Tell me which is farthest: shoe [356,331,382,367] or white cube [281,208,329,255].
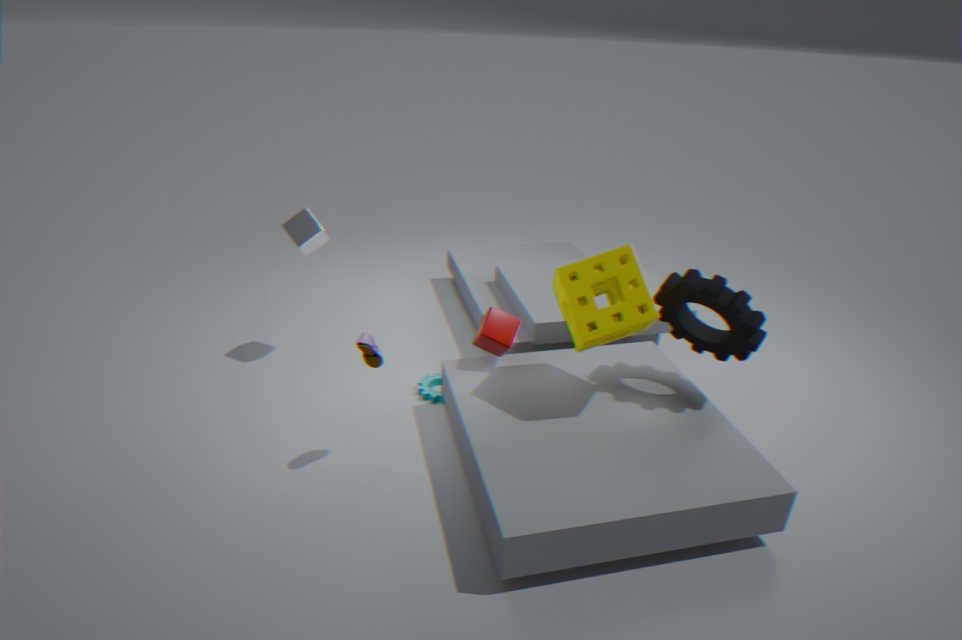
white cube [281,208,329,255]
